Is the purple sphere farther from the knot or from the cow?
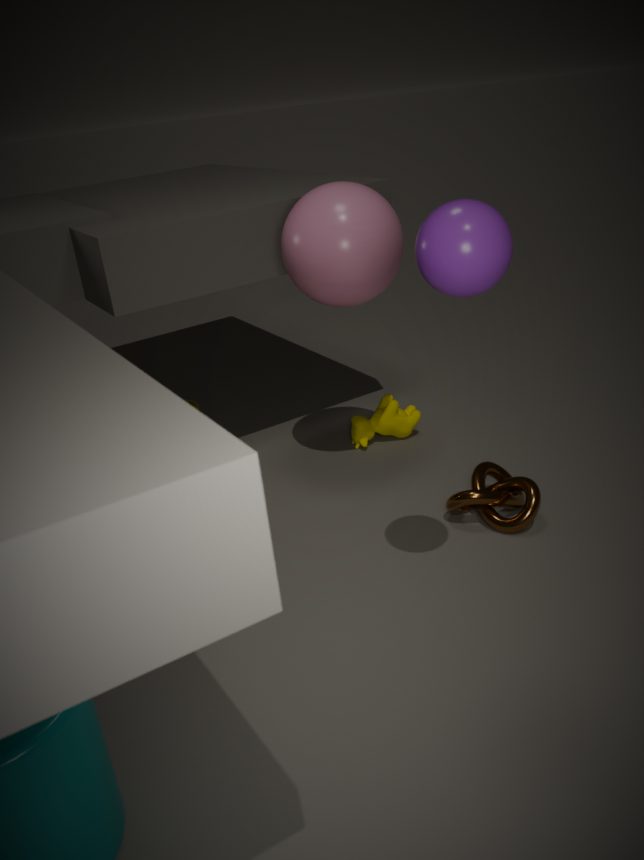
the cow
